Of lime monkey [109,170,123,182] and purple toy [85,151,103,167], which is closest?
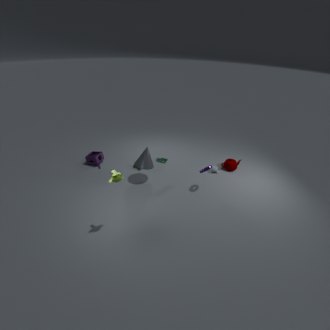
lime monkey [109,170,123,182]
